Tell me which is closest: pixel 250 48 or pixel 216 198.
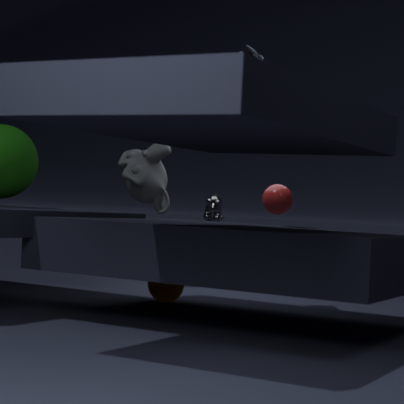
pixel 250 48
